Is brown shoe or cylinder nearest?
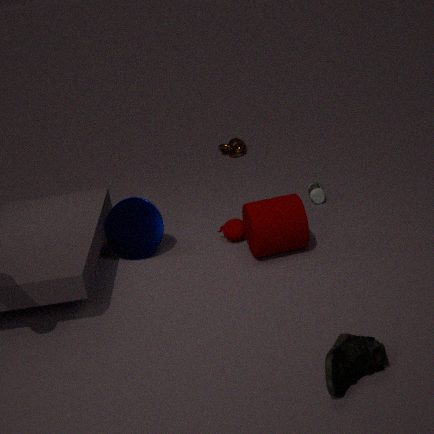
brown shoe
